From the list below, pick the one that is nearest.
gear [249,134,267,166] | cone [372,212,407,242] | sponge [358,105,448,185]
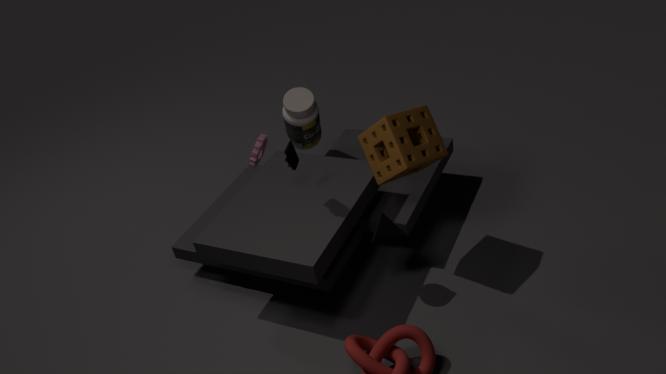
sponge [358,105,448,185]
